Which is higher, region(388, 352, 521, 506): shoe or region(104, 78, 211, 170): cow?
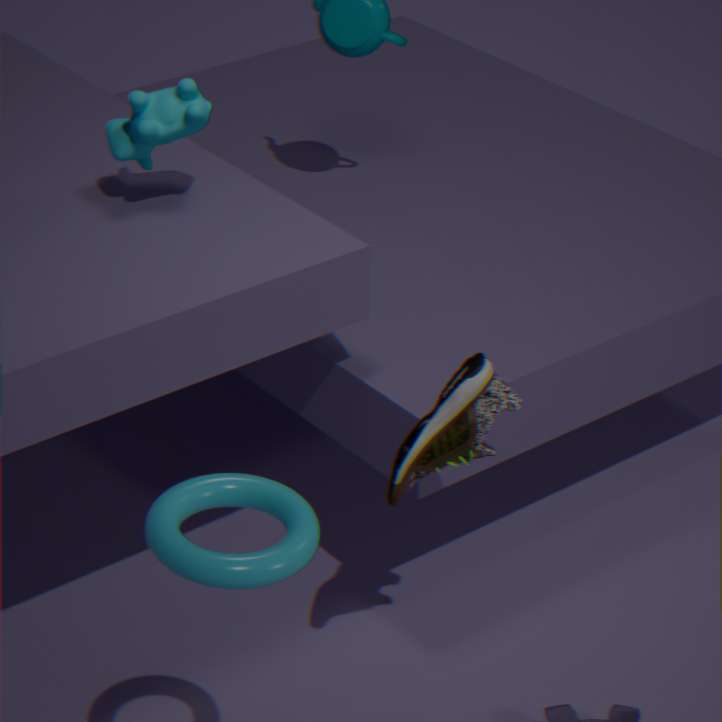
region(104, 78, 211, 170): cow
